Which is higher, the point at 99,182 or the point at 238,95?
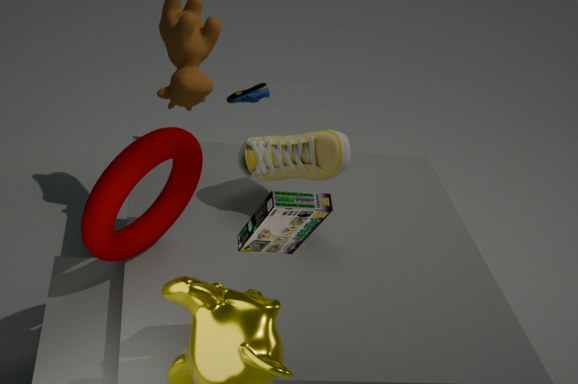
the point at 99,182
